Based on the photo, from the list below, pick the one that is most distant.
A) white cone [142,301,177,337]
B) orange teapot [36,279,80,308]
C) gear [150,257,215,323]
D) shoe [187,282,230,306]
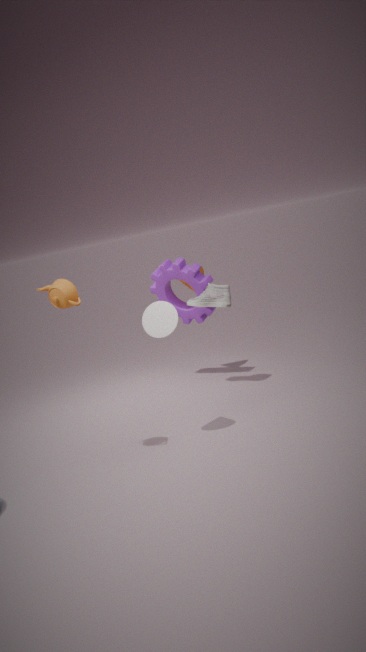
gear [150,257,215,323]
